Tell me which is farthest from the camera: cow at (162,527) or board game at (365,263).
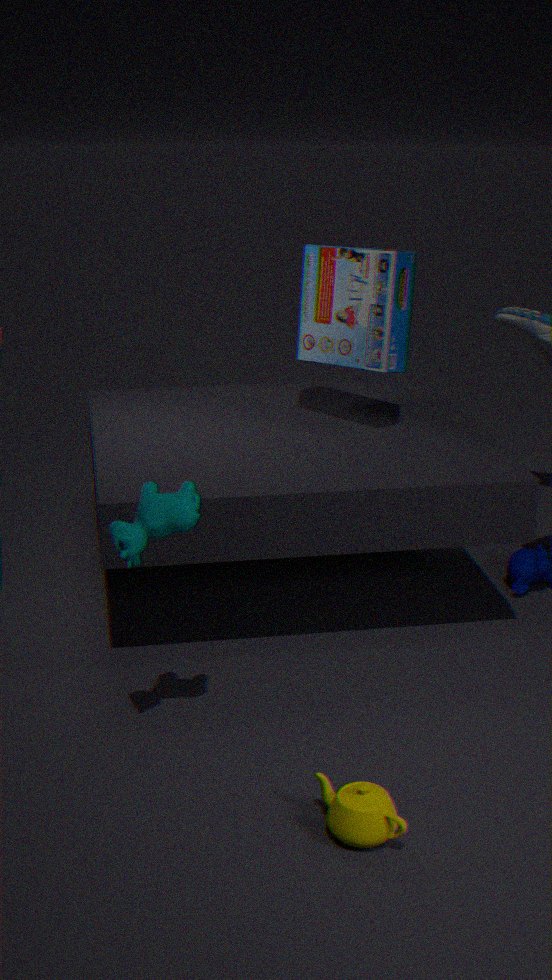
board game at (365,263)
